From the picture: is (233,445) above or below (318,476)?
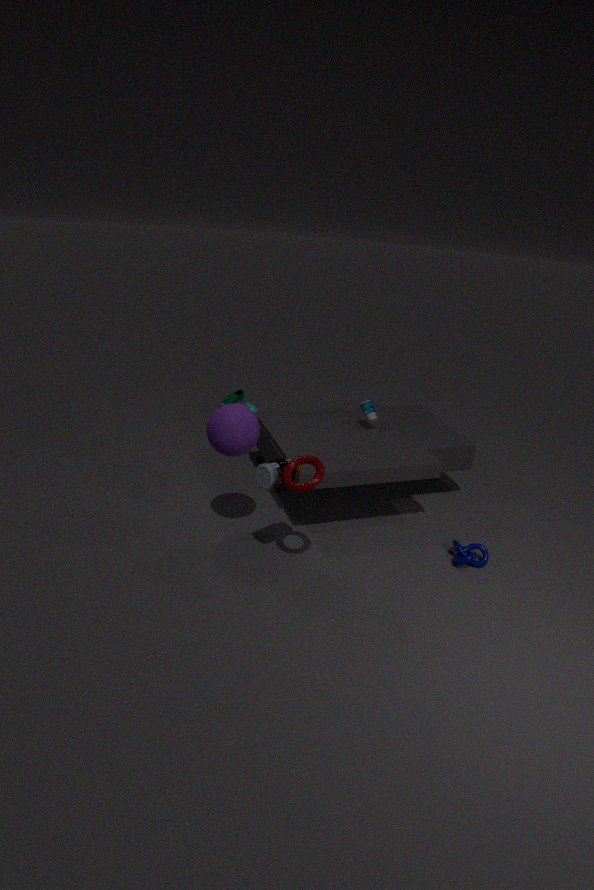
above
